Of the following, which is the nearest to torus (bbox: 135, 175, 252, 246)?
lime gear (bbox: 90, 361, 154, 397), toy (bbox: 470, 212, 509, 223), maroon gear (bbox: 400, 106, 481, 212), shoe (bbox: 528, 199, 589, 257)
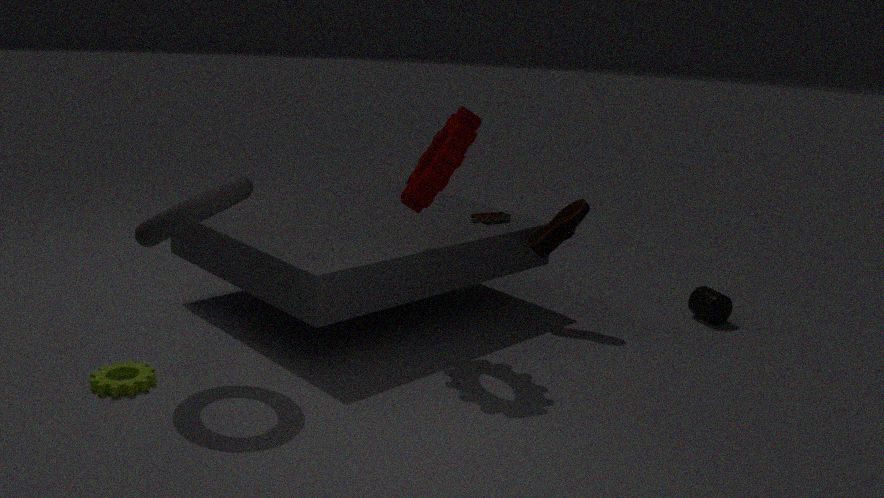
lime gear (bbox: 90, 361, 154, 397)
